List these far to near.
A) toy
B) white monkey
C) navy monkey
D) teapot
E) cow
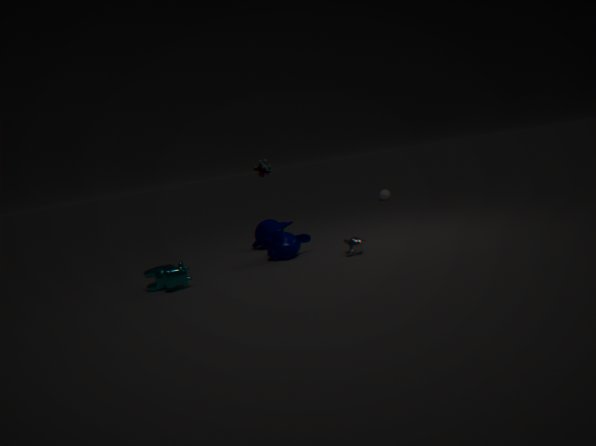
teapot
toy
navy monkey
white monkey
cow
